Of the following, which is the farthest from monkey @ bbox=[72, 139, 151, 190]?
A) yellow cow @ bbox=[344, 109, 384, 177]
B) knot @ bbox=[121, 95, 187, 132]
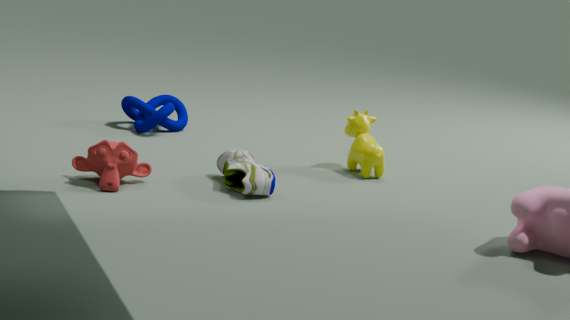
yellow cow @ bbox=[344, 109, 384, 177]
